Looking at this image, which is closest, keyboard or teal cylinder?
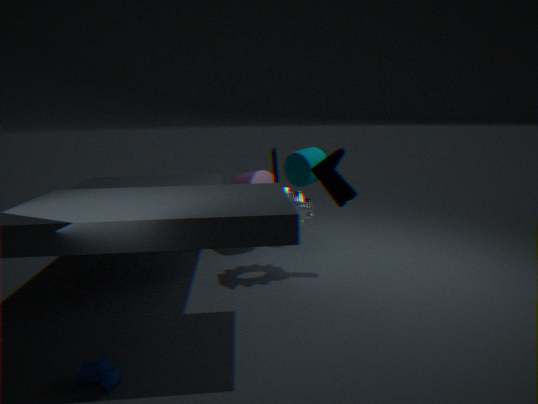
keyboard
